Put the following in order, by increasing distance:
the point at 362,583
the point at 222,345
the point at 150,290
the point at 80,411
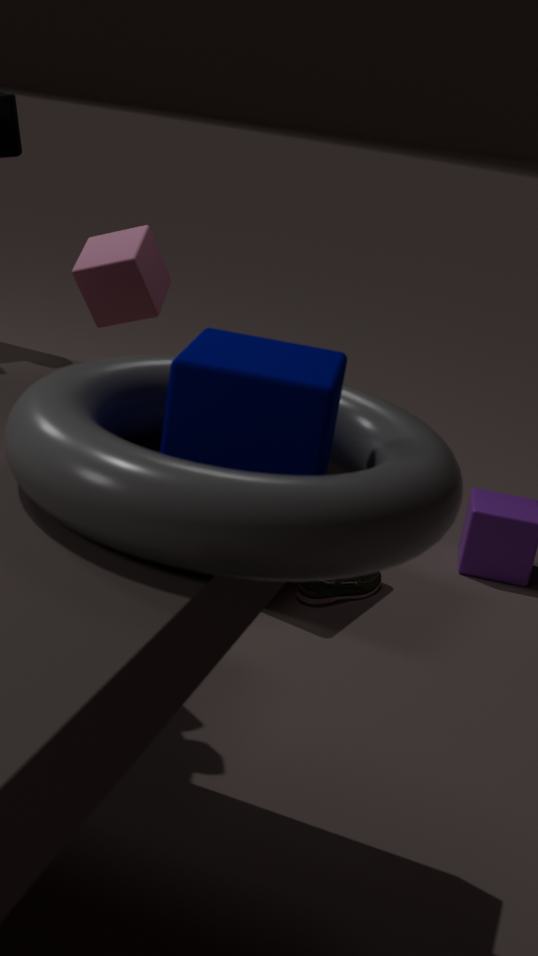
the point at 80,411, the point at 222,345, the point at 362,583, the point at 150,290
